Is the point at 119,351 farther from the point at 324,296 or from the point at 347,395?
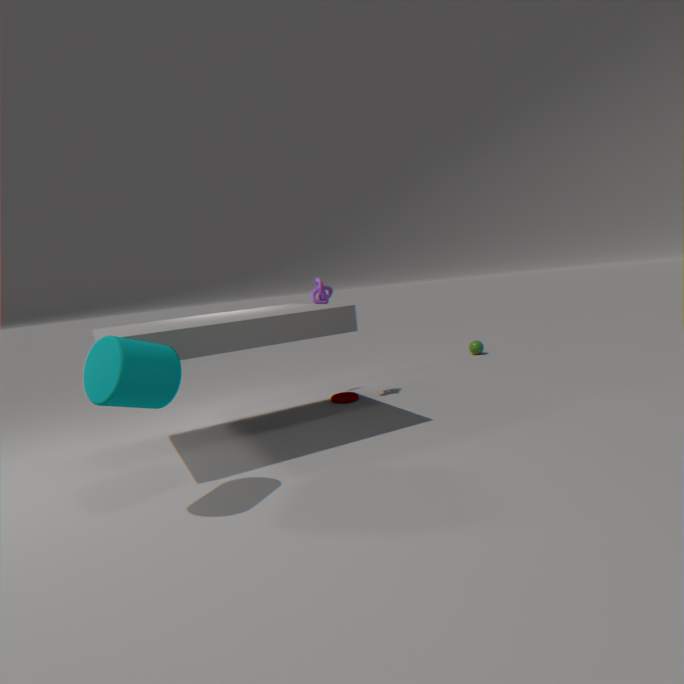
the point at 347,395
